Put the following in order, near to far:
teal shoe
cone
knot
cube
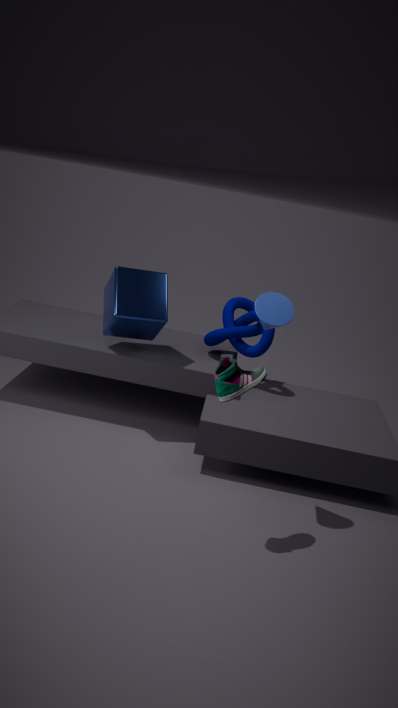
teal shoe, cone, cube, knot
